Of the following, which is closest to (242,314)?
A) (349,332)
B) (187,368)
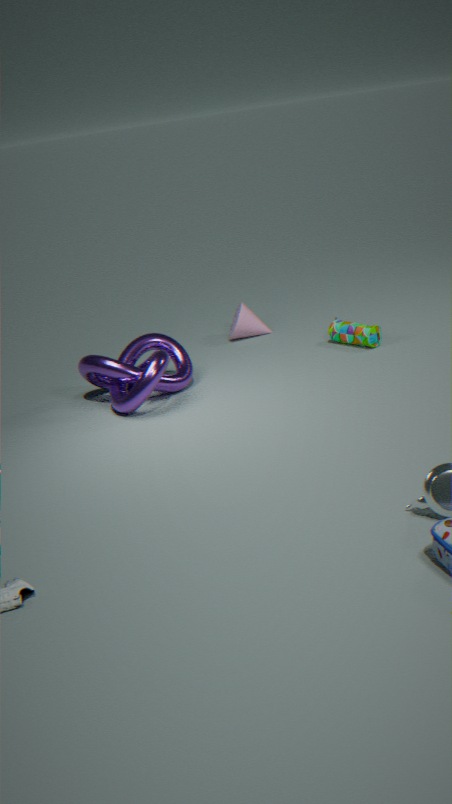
(349,332)
